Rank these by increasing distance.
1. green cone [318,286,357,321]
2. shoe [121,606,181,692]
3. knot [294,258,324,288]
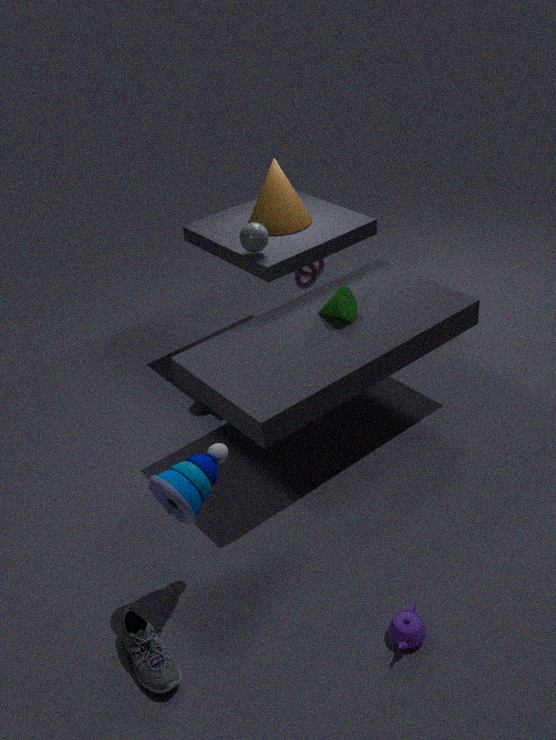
1. shoe [121,606,181,692]
2. green cone [318,286,357,321]
3. knot [294,258,324,288]
